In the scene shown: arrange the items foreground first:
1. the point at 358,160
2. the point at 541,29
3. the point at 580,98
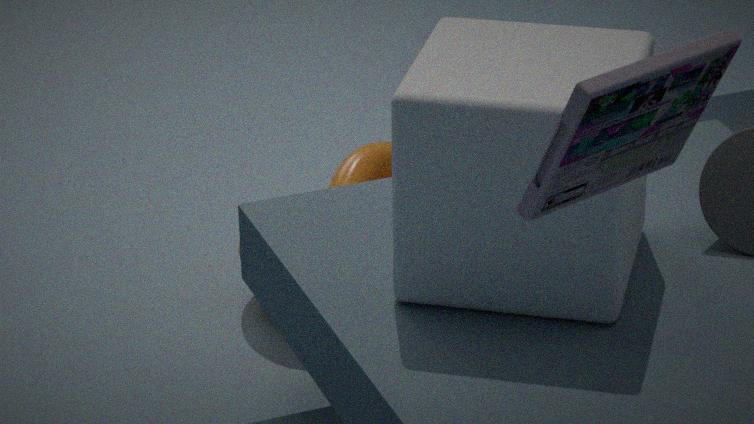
the point at 580,98
the point at 541,29
the point at 358,160
